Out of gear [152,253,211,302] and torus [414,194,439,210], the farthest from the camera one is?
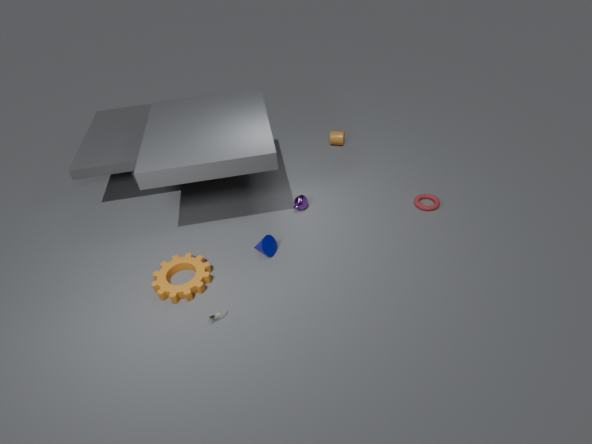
torus [414,194,439,210]
